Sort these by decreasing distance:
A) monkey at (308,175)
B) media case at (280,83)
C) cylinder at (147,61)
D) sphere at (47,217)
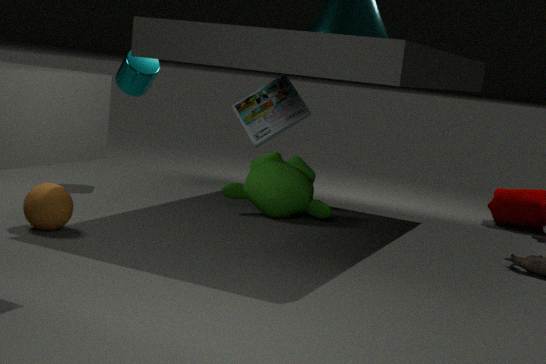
cylinder at (147,61), media case at (280,83), monkey at (308,175), sphere at (47,217)
